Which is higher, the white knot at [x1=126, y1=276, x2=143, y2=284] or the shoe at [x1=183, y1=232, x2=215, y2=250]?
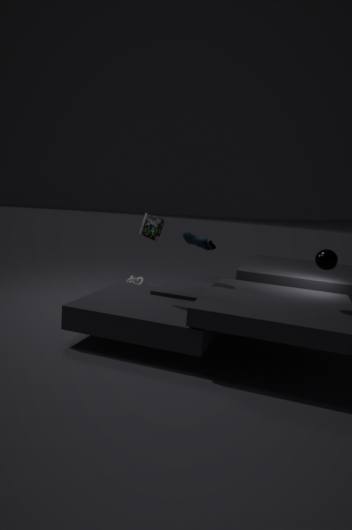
the shoe at [x1=183, y1=232, x2=215, y2=250]
